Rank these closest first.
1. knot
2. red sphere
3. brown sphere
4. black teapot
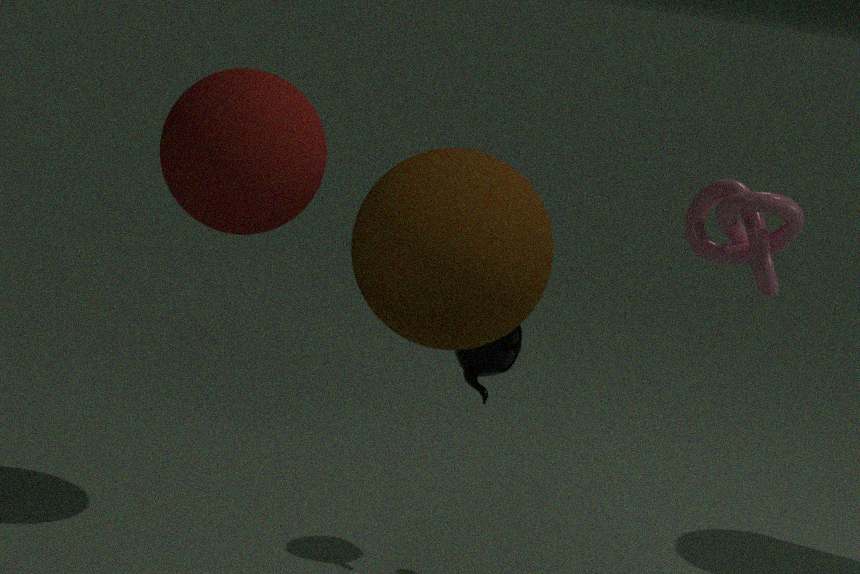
brown sphere < knot < red sphere < black teapot
